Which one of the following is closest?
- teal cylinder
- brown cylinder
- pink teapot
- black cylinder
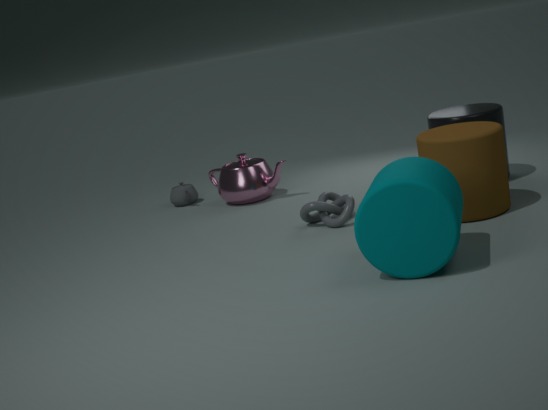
teal cylinder
